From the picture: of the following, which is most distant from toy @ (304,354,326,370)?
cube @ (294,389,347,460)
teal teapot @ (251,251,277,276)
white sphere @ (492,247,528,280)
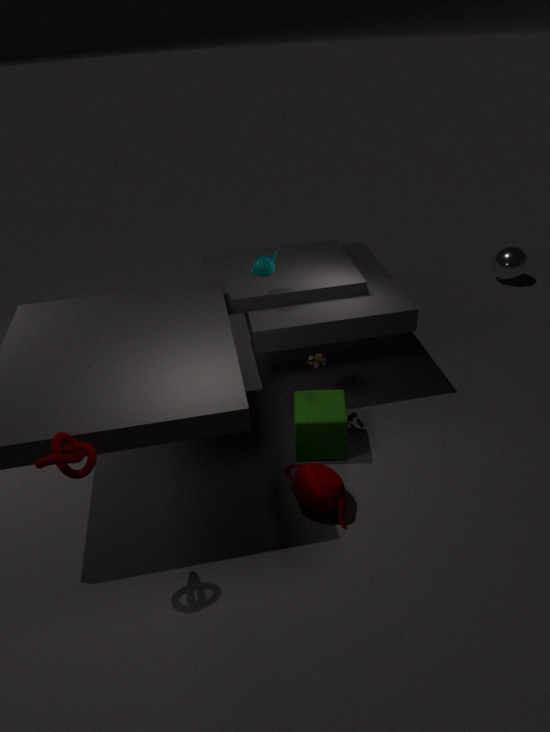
white sphere @ (492,247,528,280)
